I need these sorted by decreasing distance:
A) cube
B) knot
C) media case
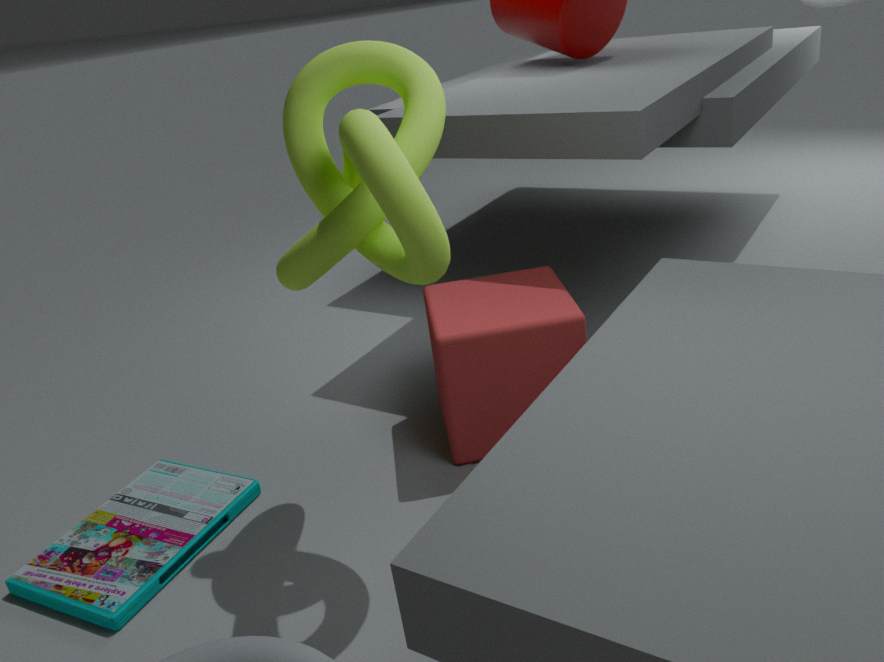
cube < media case < knot
